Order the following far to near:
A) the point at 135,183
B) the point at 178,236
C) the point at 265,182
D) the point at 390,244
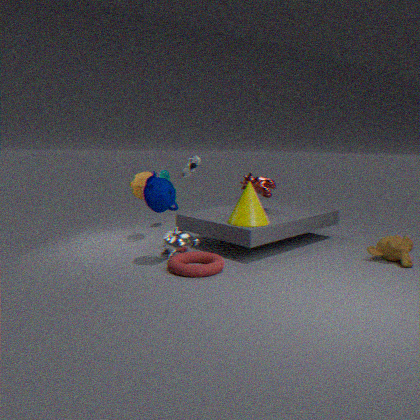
the point at 265,182 < the point at 135,183 < the point at 178,236 < the point at 390,244
